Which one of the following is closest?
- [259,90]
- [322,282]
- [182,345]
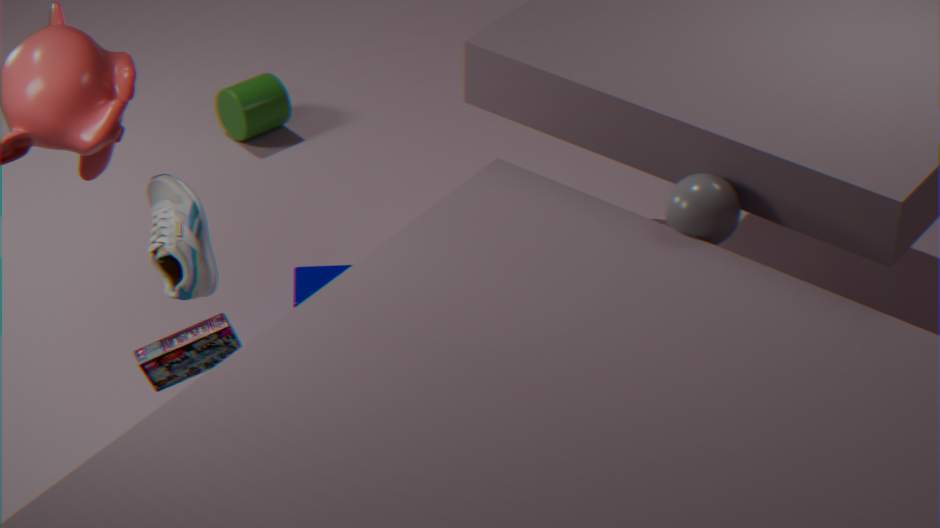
[182,345]
